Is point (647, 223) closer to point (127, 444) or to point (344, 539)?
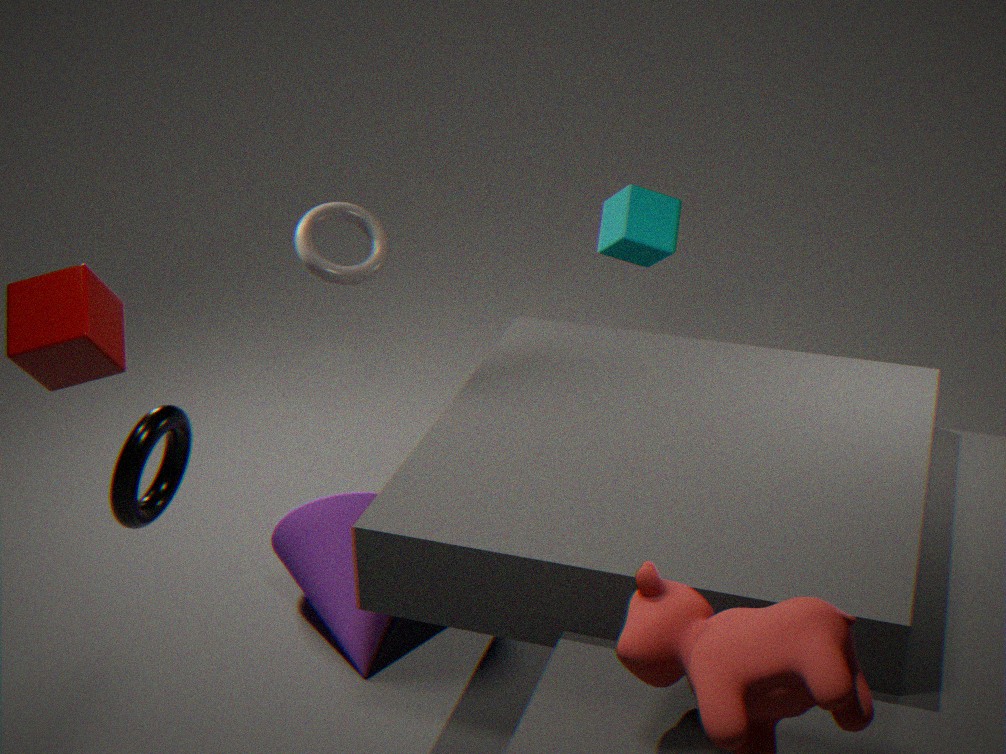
point (344, 539)
